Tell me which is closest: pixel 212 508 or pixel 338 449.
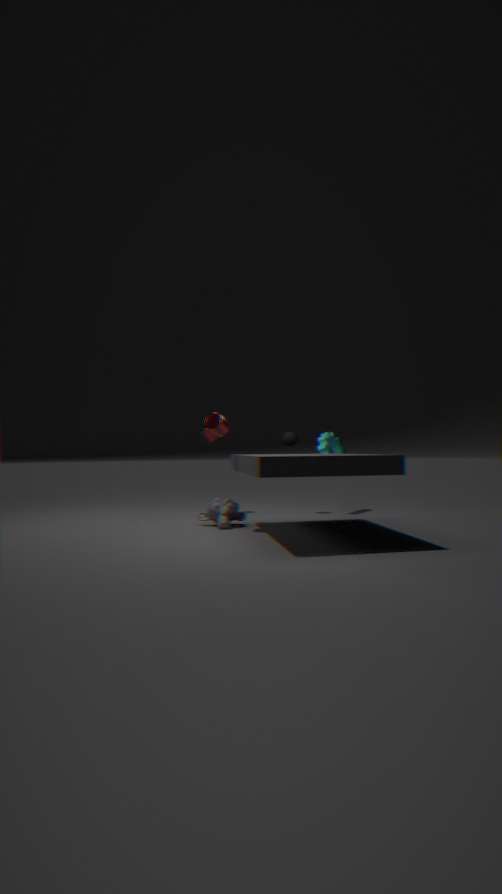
pixel 212 508
